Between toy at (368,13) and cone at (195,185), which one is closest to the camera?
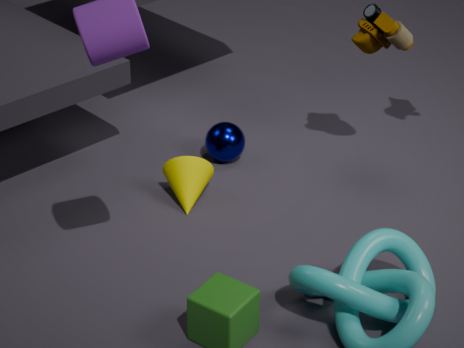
toy at (368,13)
